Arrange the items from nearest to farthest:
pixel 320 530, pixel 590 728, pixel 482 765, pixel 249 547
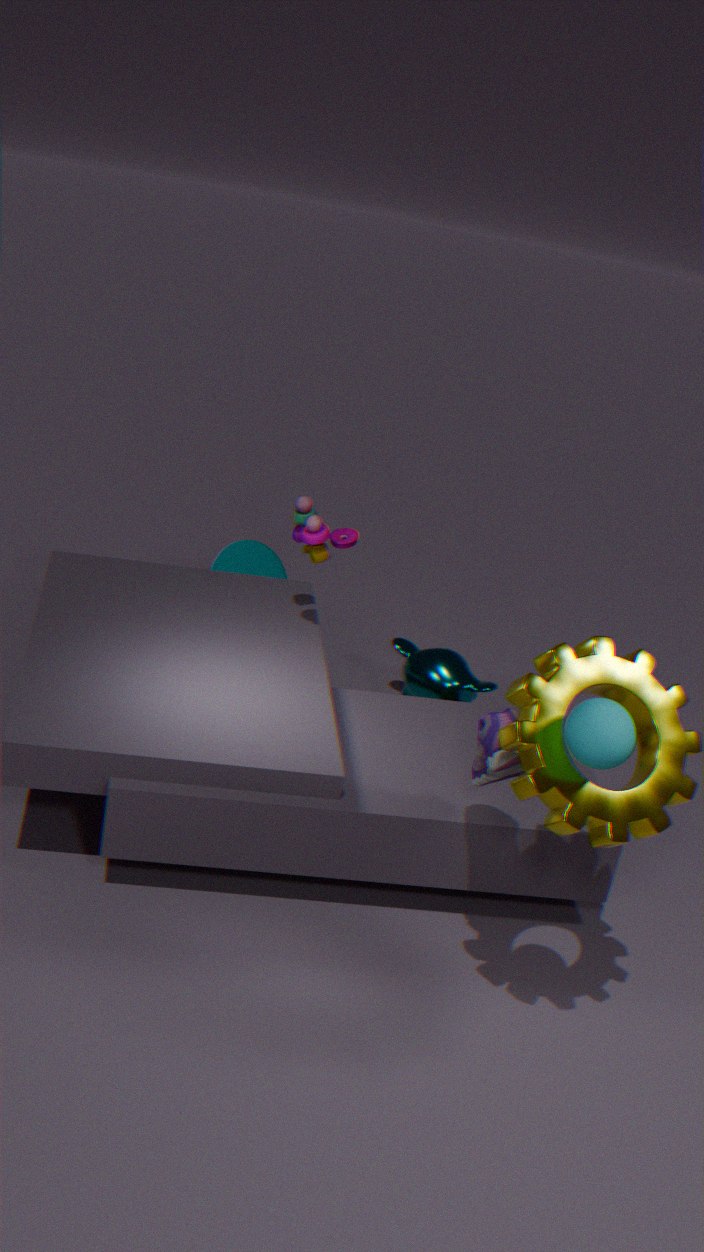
pixel 590 728 < pixel 482 765 < pixel 320 530 < pixel 249 547
